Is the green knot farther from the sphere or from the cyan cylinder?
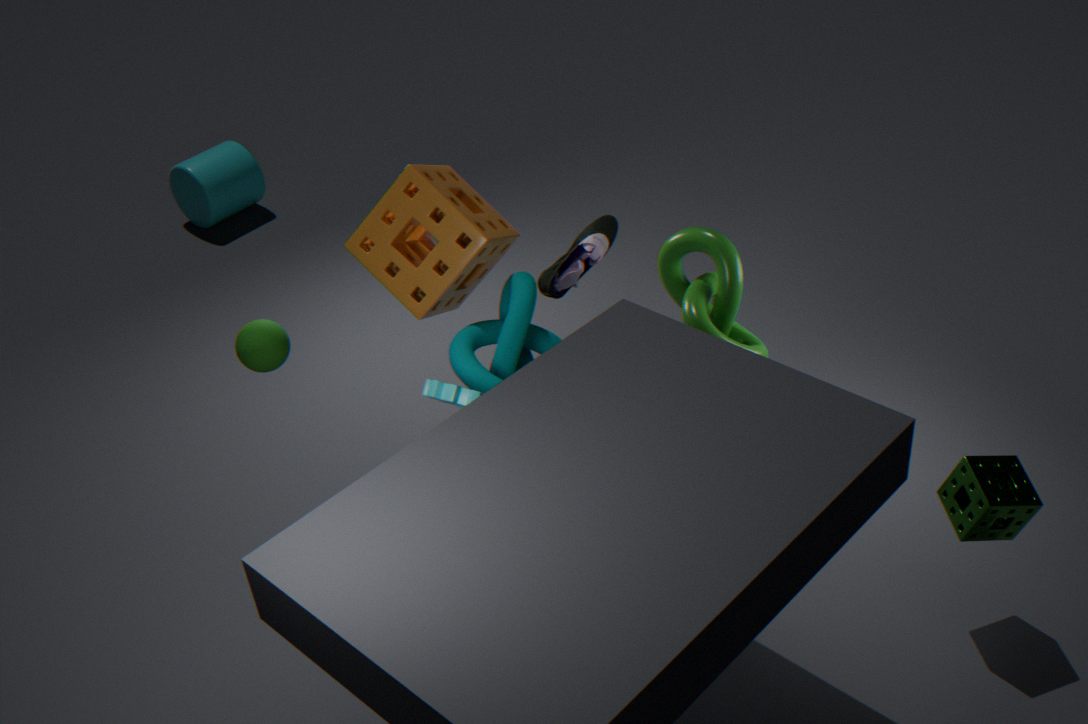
the cyan cylinder
